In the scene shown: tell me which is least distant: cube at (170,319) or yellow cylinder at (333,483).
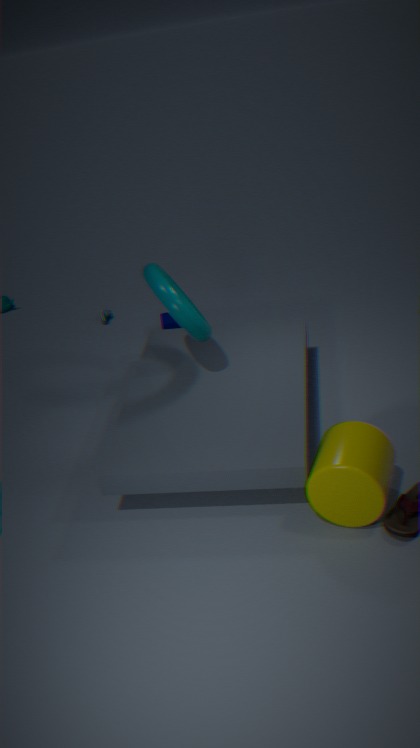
yellow cylinder at (333,483)
